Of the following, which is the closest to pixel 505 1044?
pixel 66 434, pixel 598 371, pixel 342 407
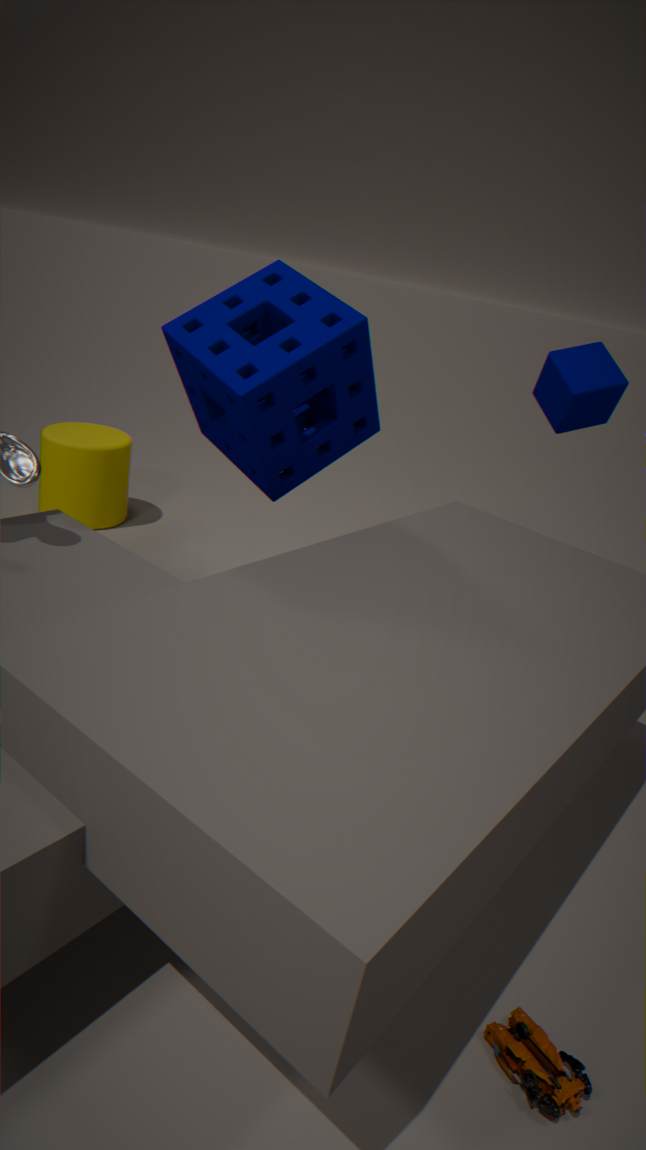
pixel 342 407
